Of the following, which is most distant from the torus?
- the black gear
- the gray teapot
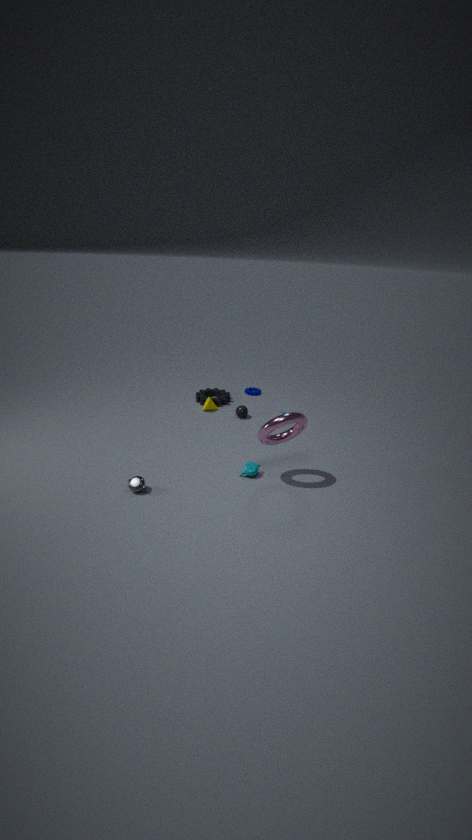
the black gear
